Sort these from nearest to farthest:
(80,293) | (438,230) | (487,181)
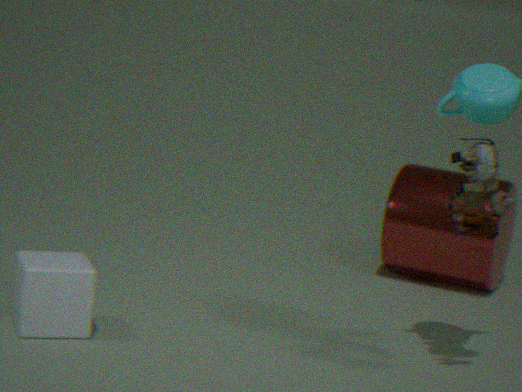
(487,181) → (80,293) → (438,230)
